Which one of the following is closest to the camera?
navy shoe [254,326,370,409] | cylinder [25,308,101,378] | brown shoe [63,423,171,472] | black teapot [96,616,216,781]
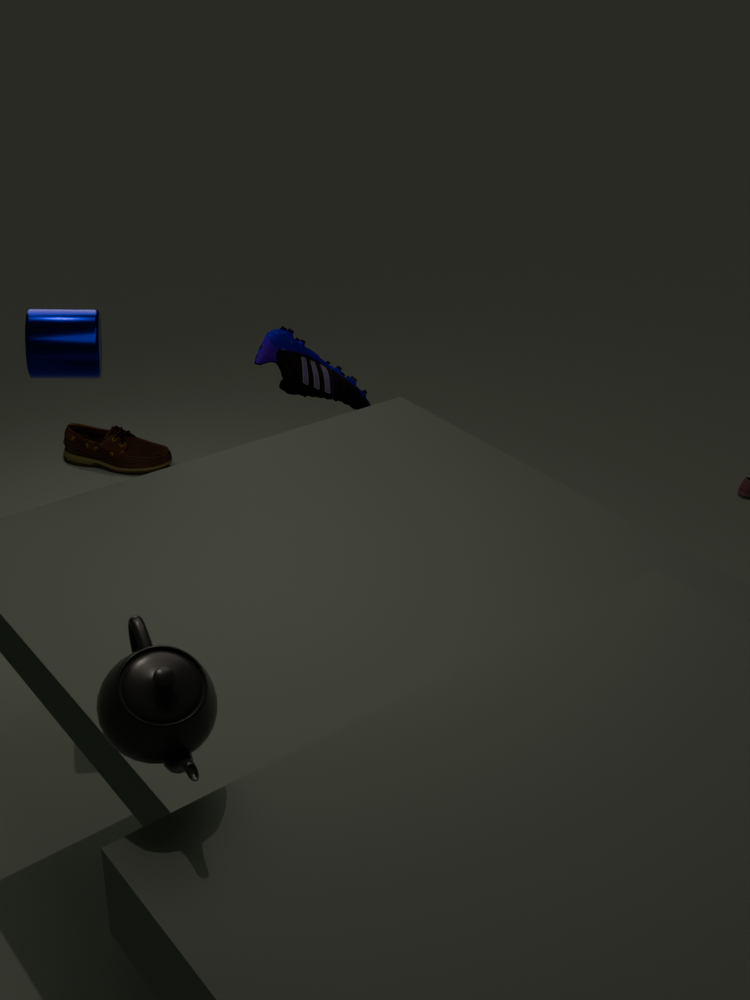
black teapot [96,616,216,781]
